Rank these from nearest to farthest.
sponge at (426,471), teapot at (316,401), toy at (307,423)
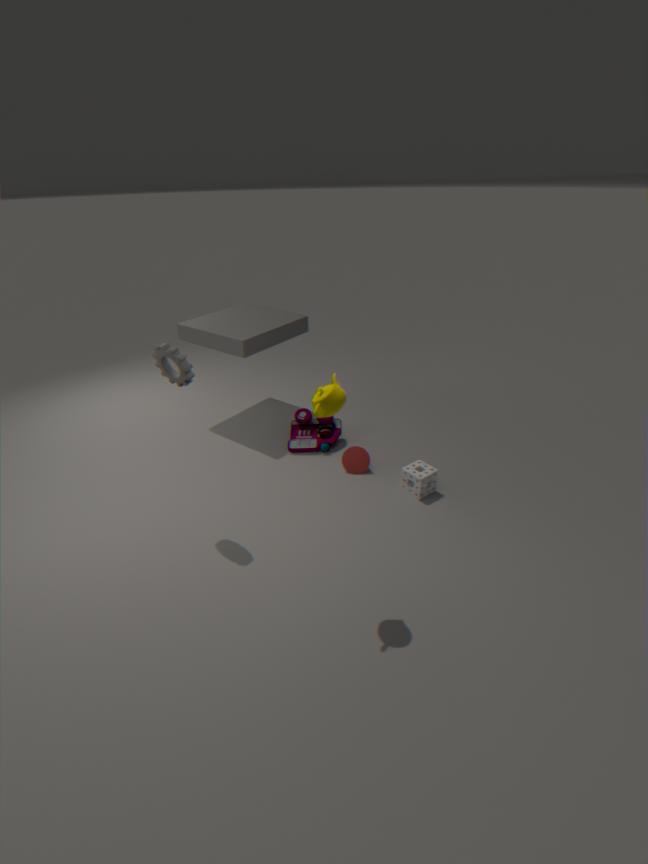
teapot at (316,401) < sponge at (426,471) < toy at (307,423)
